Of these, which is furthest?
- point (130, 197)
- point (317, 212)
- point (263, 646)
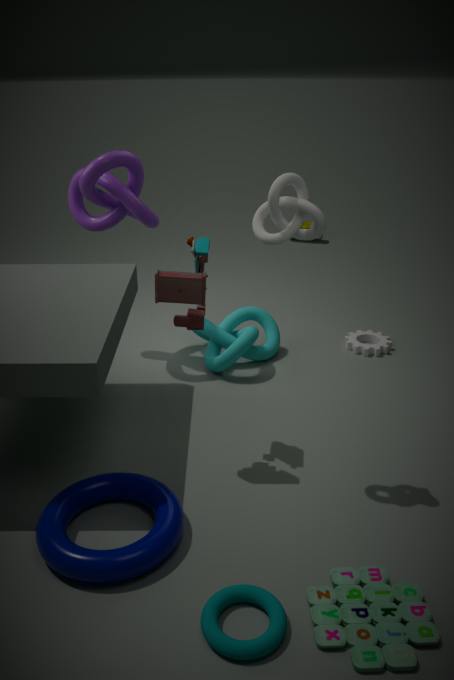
→ point (130, 197)
